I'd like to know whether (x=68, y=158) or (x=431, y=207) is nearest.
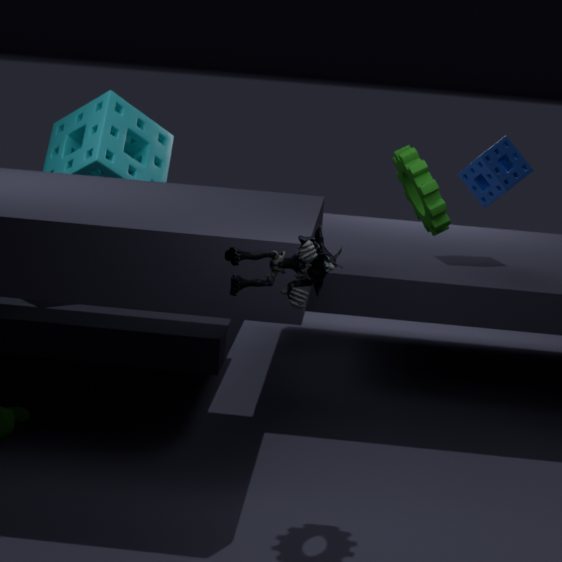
(x=431, y=207)
